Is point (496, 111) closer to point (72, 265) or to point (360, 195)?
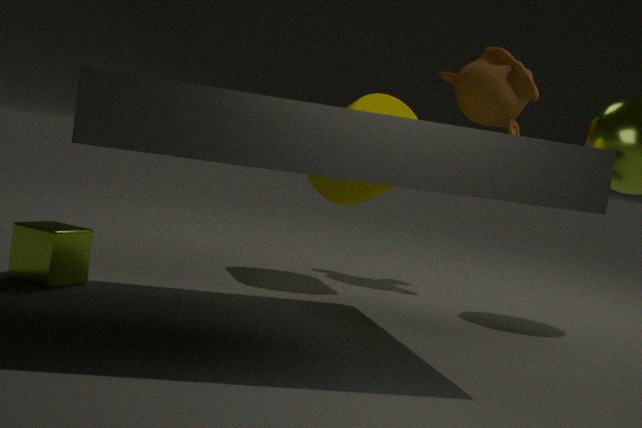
point (360, 195)
